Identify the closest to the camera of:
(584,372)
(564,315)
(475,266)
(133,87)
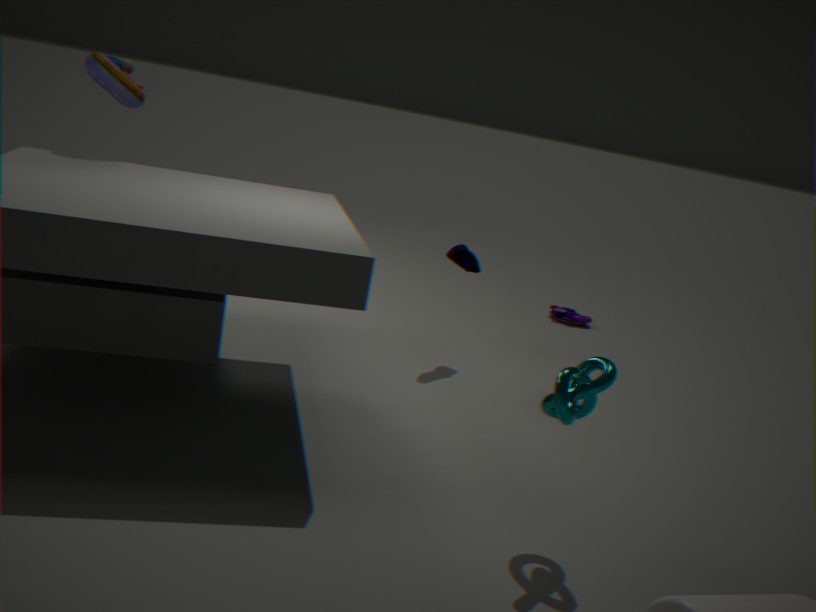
(584,372)
